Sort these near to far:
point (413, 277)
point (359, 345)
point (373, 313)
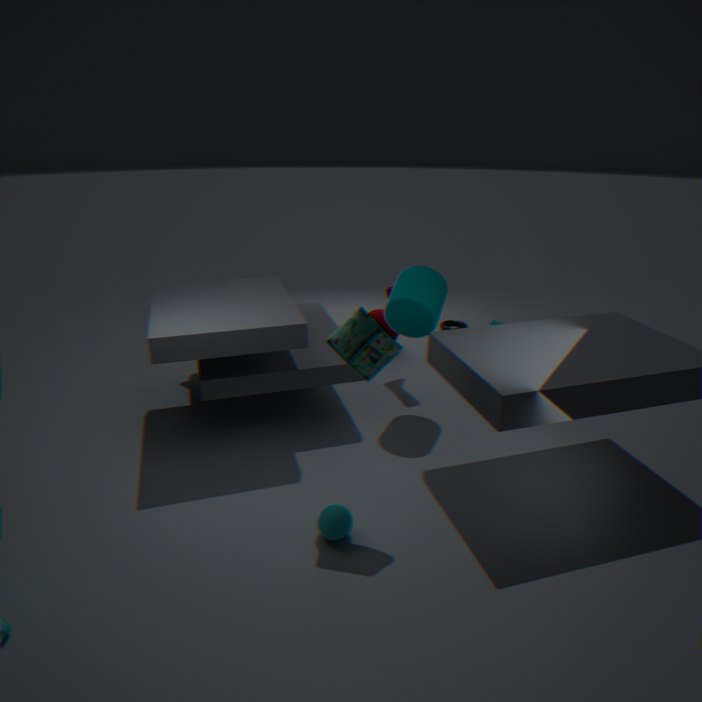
point (359, 345) < point (413, 277) < point (373, 313)
